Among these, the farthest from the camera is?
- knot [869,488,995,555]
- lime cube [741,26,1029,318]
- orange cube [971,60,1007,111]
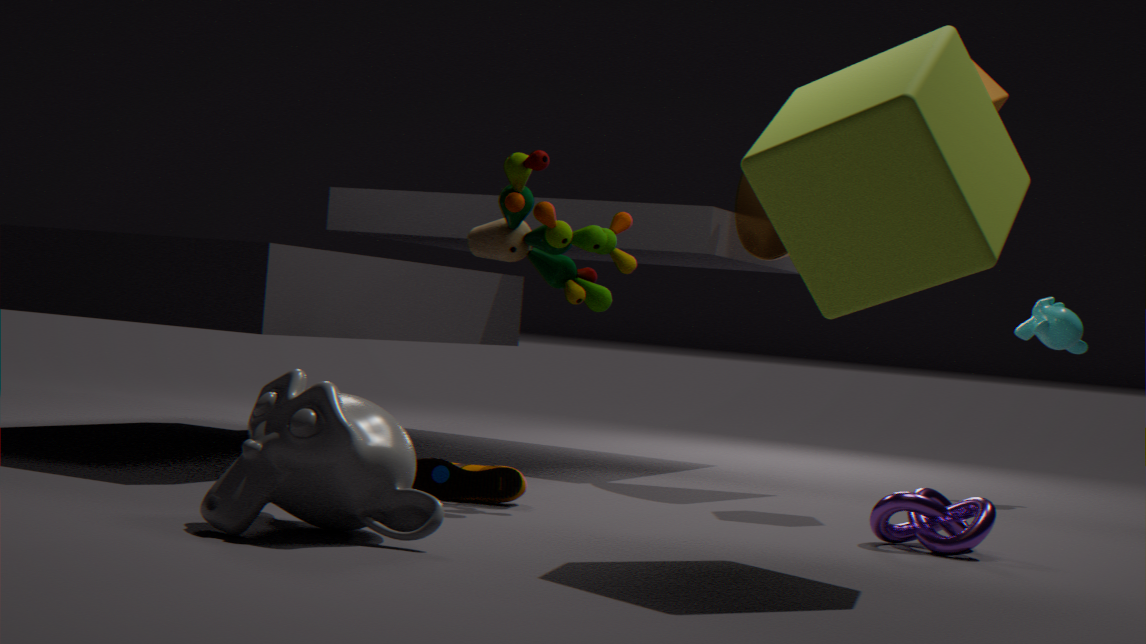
orange cube [971,60,1007,111]
